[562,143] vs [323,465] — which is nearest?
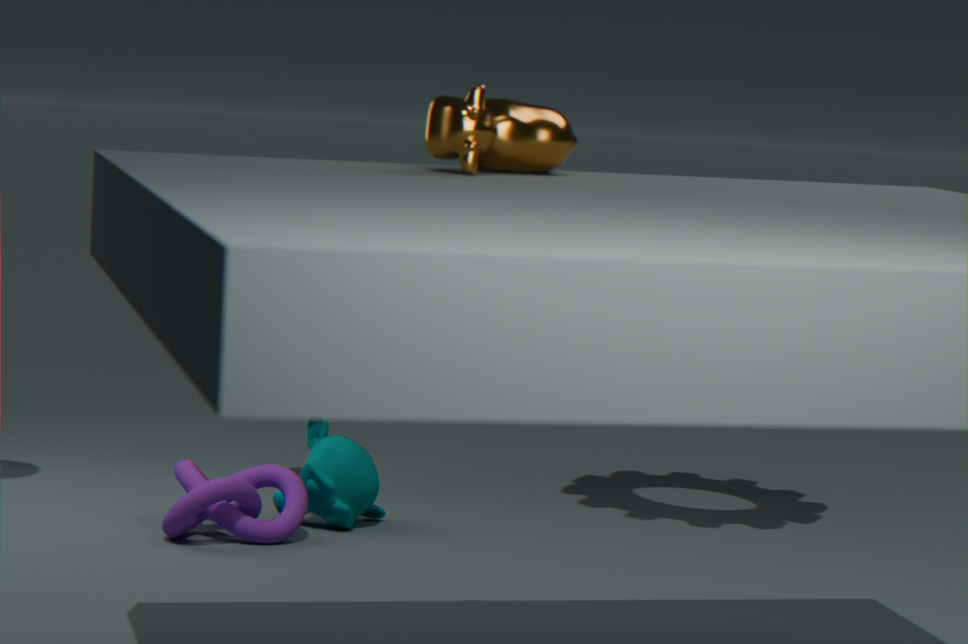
[562,143]
